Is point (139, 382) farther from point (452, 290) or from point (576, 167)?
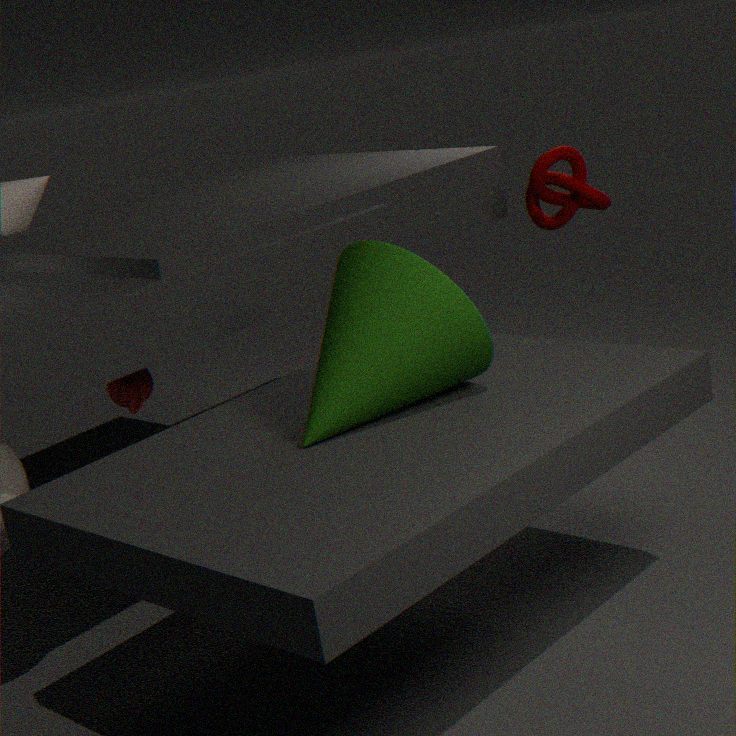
point (576, 167)
